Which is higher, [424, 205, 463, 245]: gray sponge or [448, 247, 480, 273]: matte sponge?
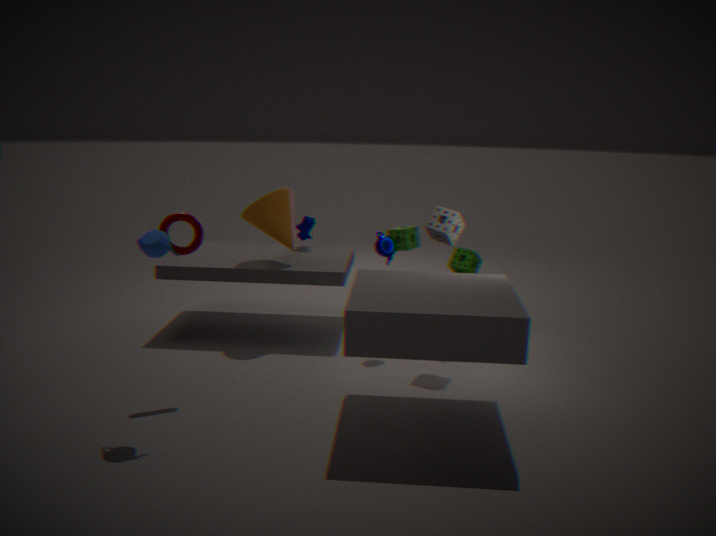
[424, 205, 463, 245]: gray sponge
